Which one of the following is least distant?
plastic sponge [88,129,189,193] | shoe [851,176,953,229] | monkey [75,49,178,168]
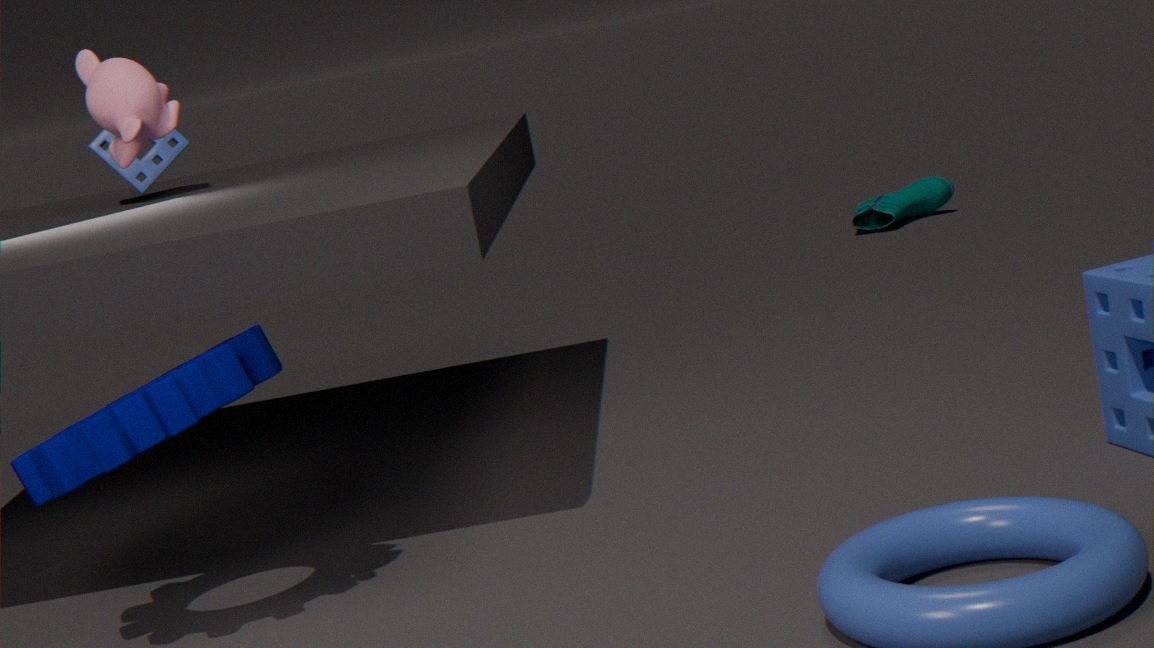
monkey [75,49,178,168]
